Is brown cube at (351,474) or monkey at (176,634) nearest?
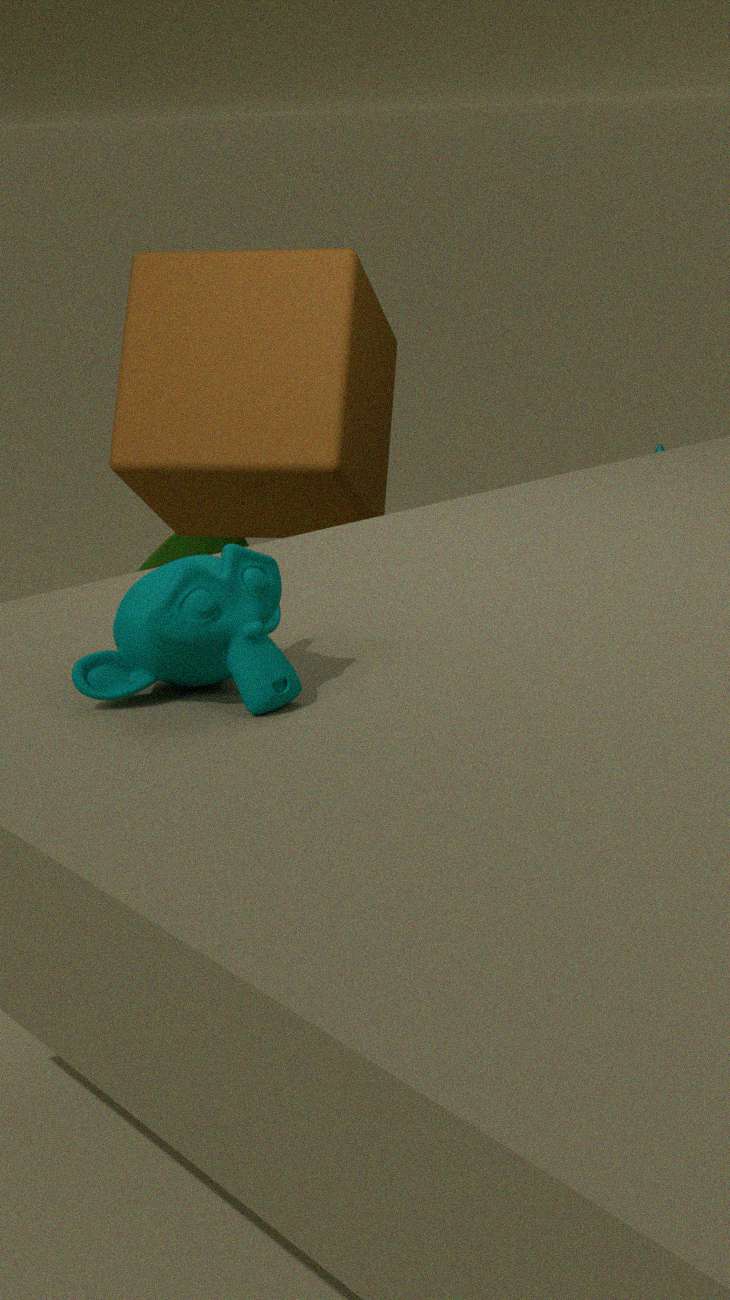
monkey at (176,634)
